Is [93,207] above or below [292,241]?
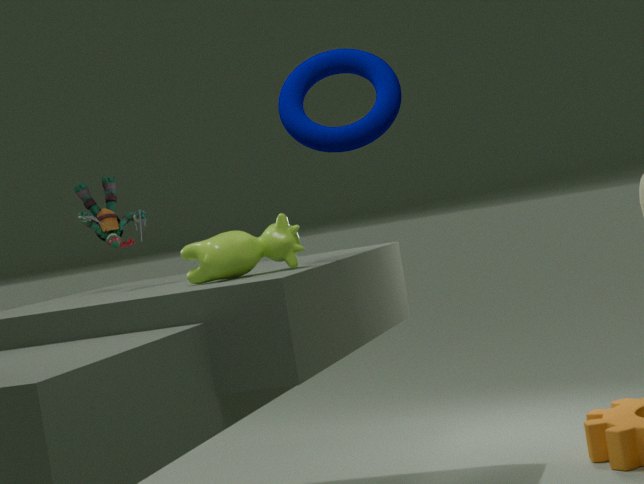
above
